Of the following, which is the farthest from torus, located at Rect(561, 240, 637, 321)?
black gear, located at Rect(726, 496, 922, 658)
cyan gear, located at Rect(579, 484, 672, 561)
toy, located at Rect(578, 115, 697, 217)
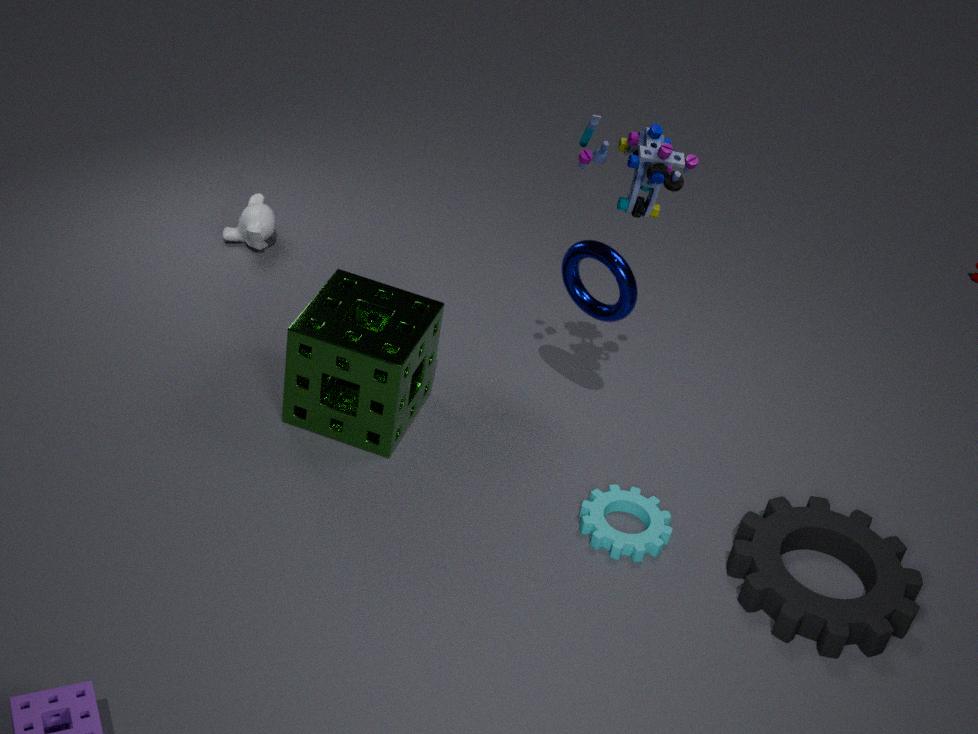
black gear, located at Rect(726, 496, 922, 658)
